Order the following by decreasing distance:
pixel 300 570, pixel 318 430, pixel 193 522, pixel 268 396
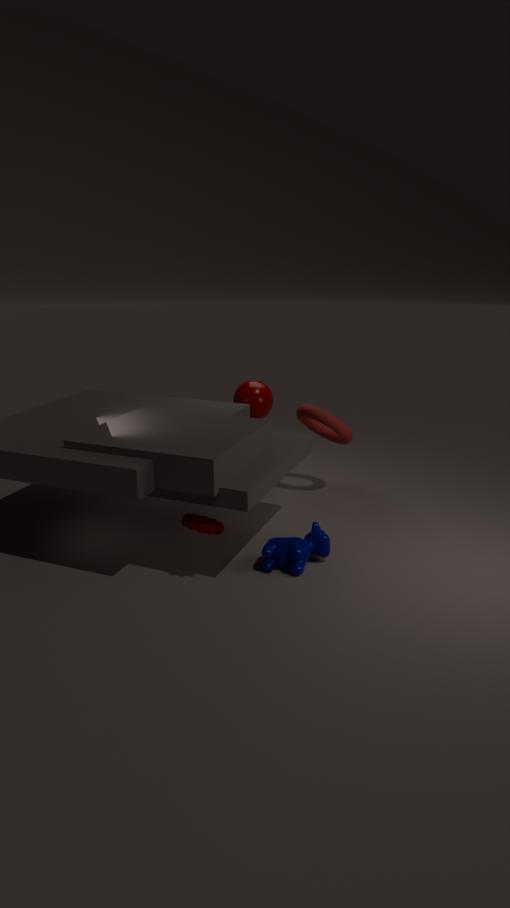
pixel 318 430 < pixel 268 396 < pixel 300 570 < pixel 193 522
